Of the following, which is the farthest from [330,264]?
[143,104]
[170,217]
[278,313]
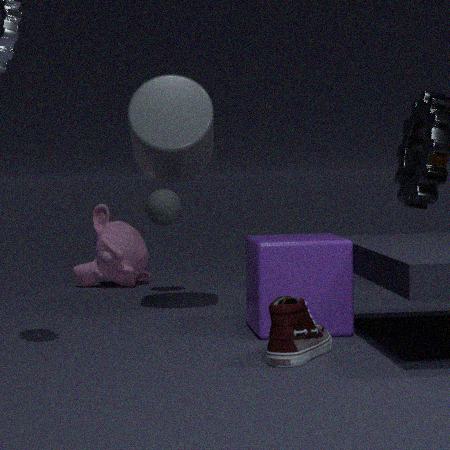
[170,217]
